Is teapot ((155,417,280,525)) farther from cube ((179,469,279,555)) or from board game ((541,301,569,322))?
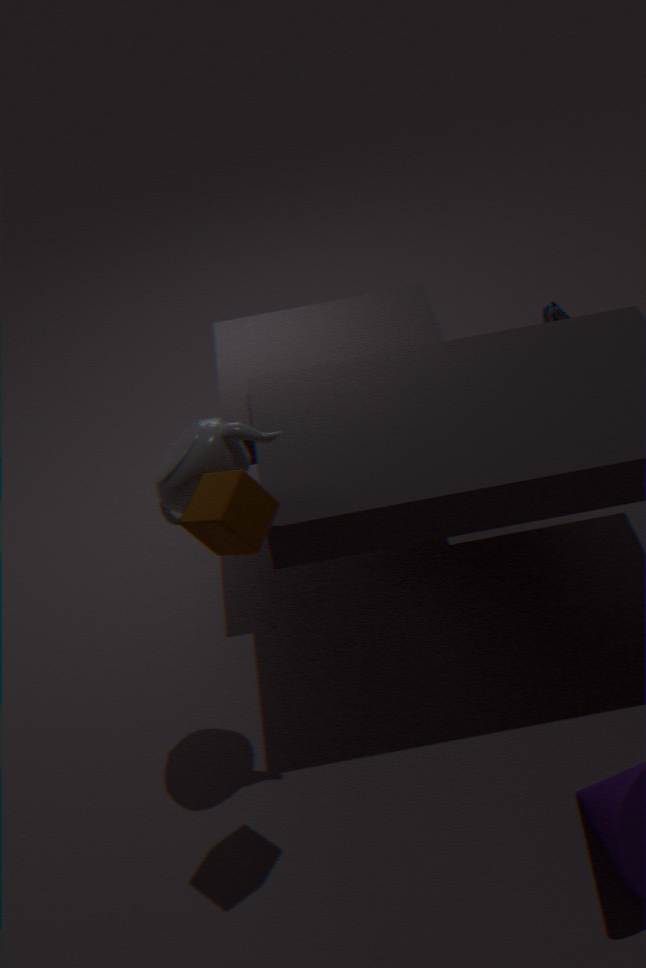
board game ((541,301,569,322))
